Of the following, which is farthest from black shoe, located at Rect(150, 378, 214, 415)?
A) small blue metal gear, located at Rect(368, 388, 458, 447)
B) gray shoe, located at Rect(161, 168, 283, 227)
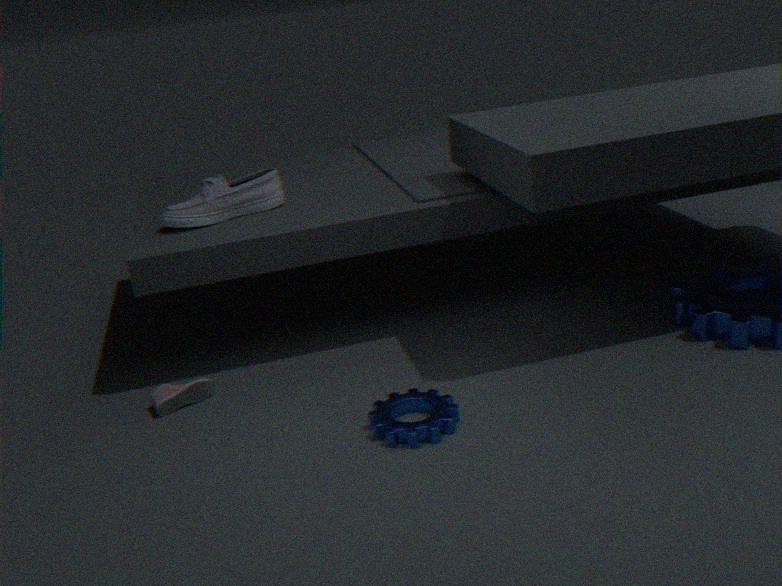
small blue metal gear, located at Rect(368, 388, 458, 447)
